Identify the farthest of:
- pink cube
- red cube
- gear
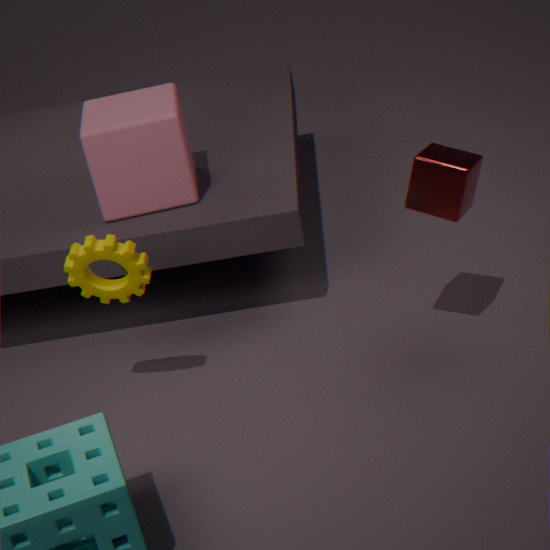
pink cube
